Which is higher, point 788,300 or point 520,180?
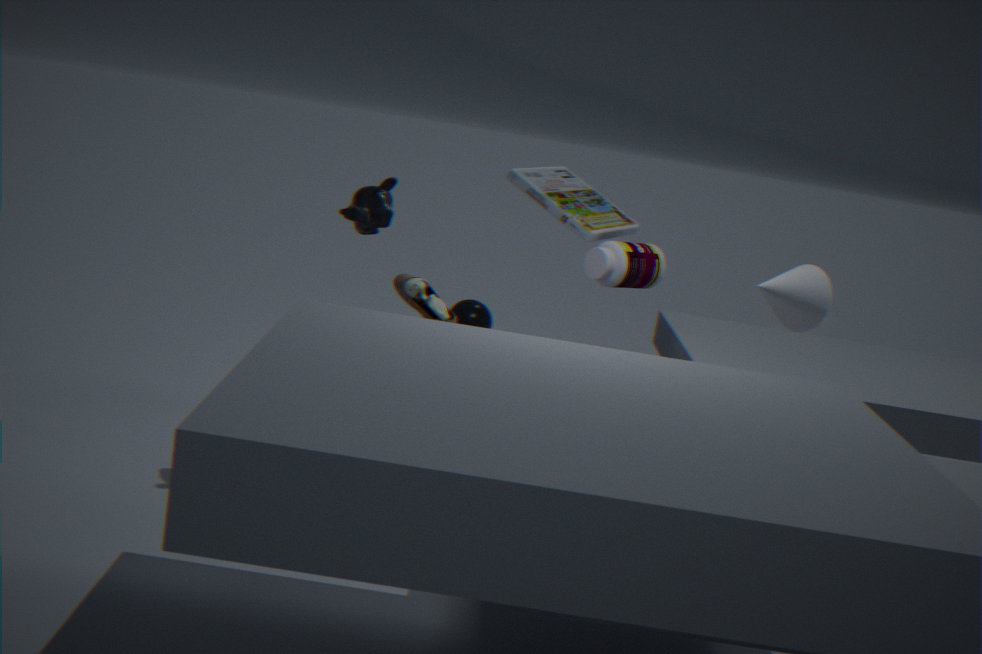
point 520,180
